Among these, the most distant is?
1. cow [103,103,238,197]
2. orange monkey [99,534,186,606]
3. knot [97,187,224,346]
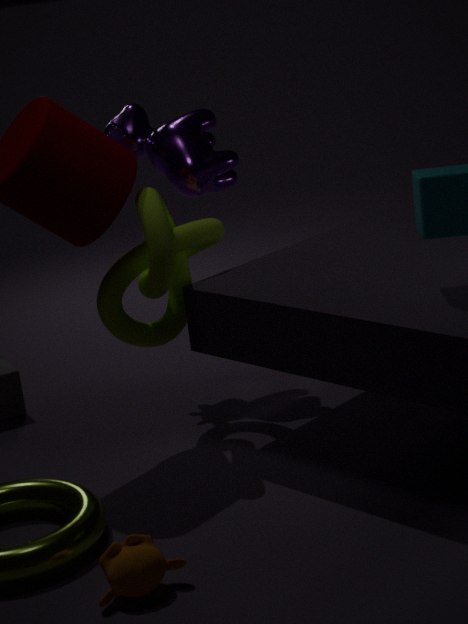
cow [103,103,238,197]
